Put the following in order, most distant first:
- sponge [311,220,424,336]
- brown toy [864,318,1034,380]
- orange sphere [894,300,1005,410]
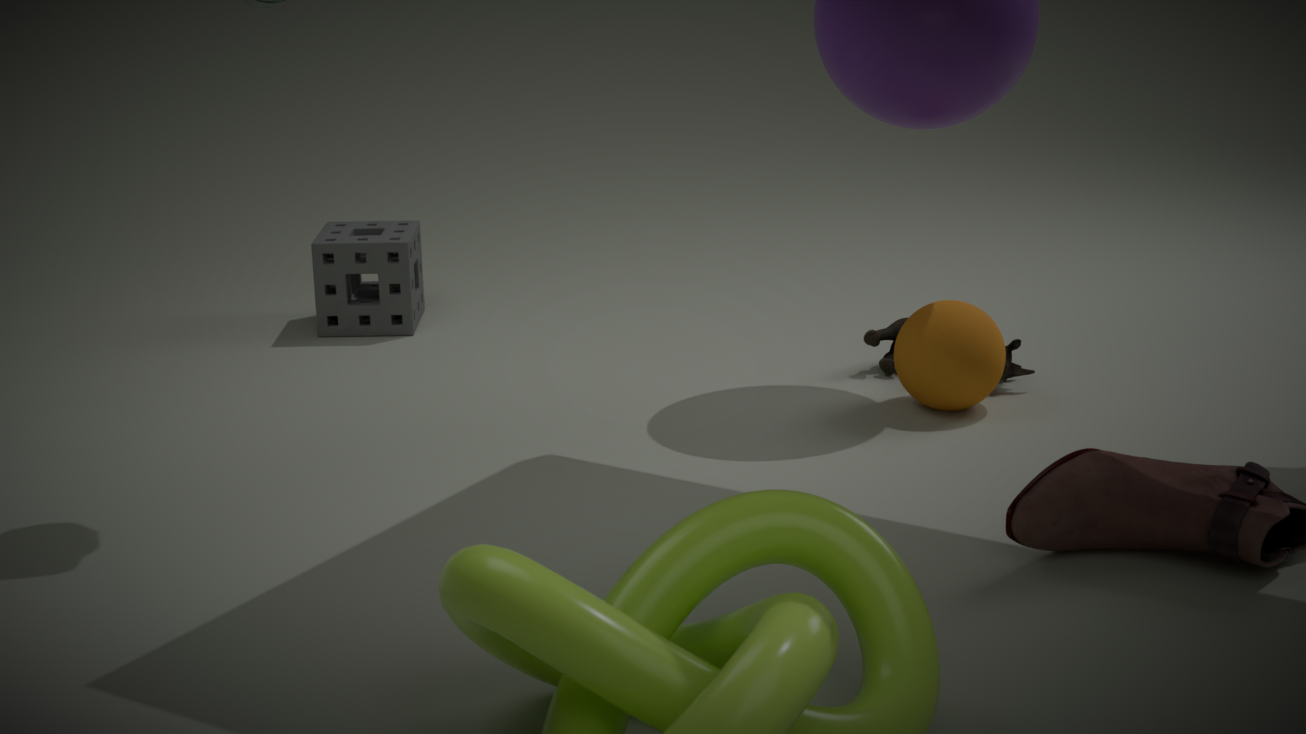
sponge [311,220,424,336] < brown toy [864,318,1034,380] < orange sphere [894,300,1005,410]
